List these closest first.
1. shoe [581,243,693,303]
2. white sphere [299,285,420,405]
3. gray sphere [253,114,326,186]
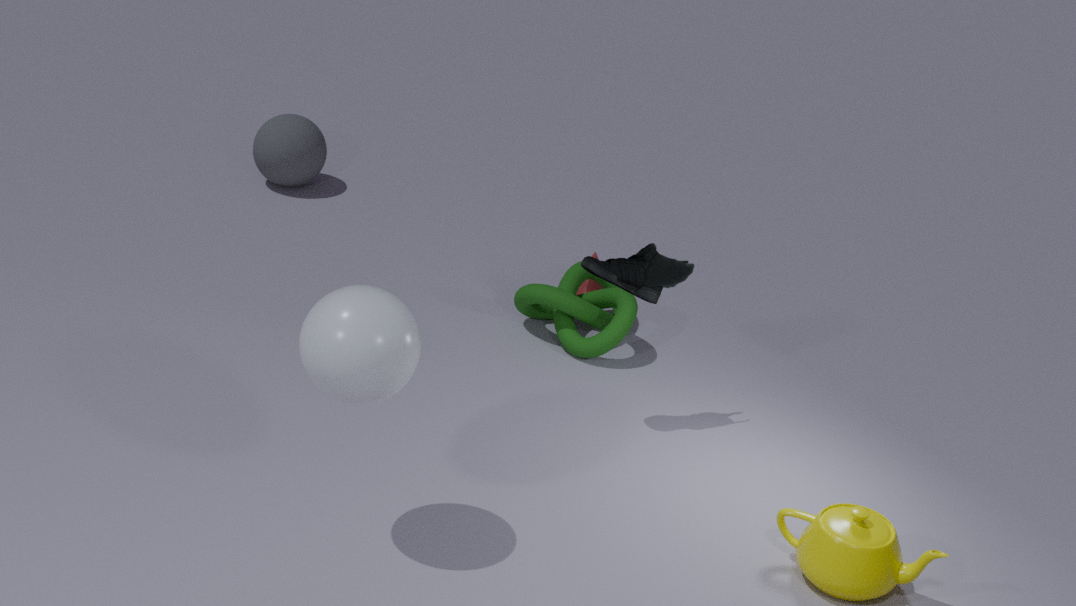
white sphere [299,285,420,405] < shoe [581,243,693,303] < gray sphere [253,114,326,186]
